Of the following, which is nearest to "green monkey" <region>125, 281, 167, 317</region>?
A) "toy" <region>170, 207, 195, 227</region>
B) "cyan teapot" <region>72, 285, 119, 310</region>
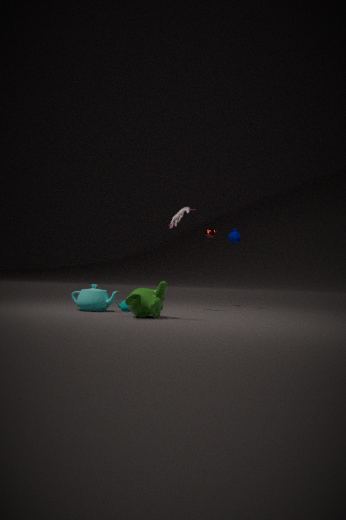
"cyan teapot" <region>72, 285, 119, 310</region>
